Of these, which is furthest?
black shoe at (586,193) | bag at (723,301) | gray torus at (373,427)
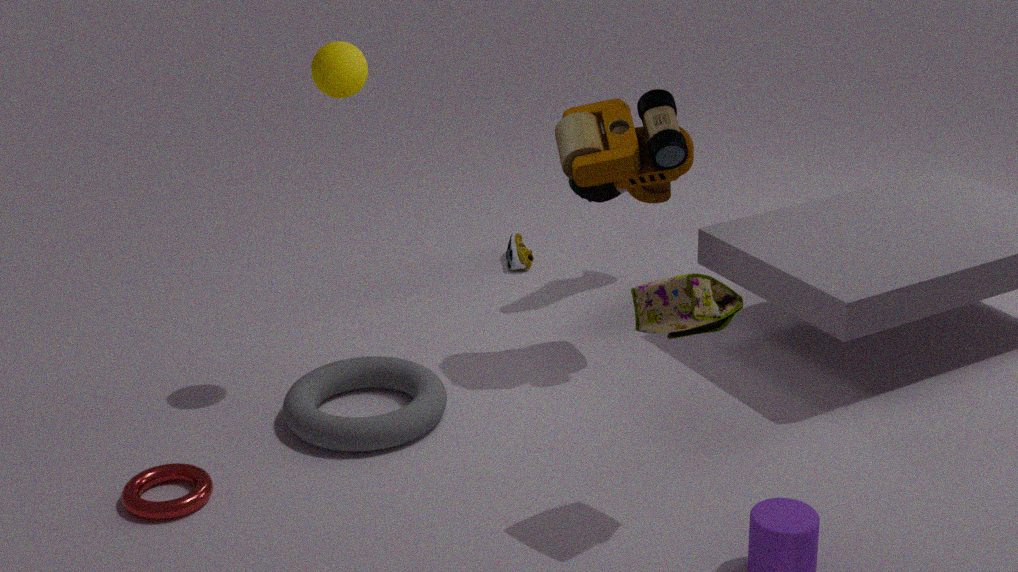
black shoe at (586,193)
